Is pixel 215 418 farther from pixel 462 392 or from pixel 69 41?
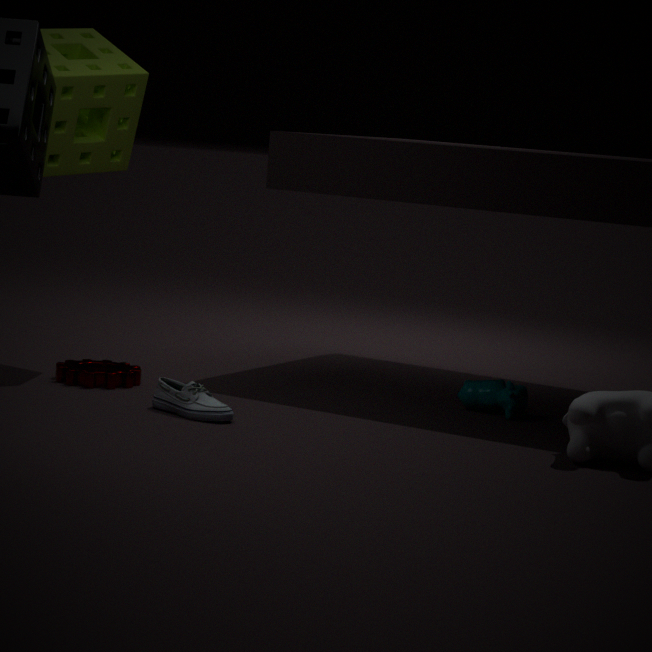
pixel 69 41
